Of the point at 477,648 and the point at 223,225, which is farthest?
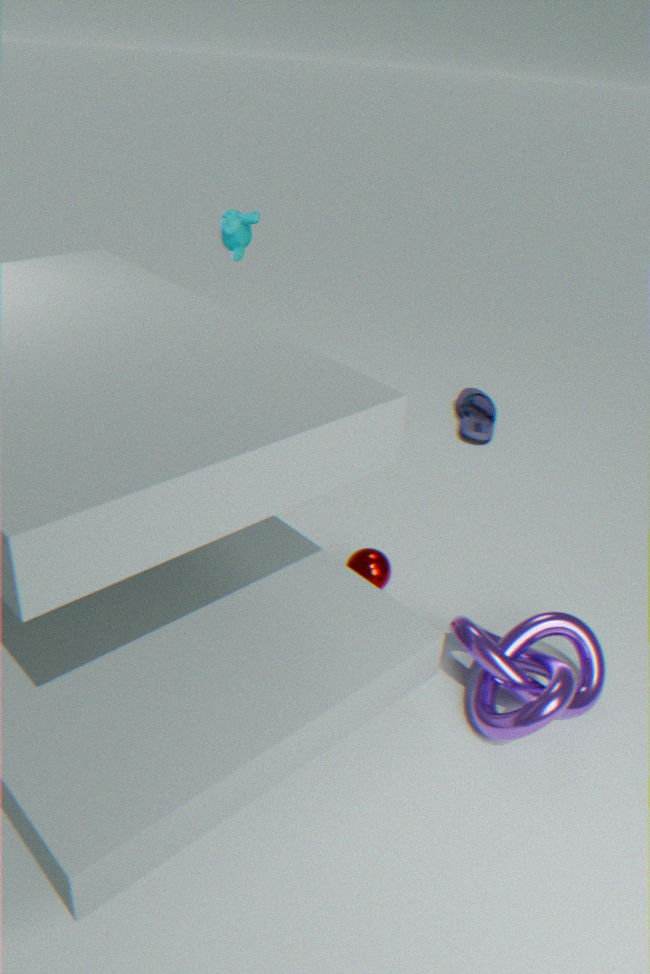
the point at 223,225
